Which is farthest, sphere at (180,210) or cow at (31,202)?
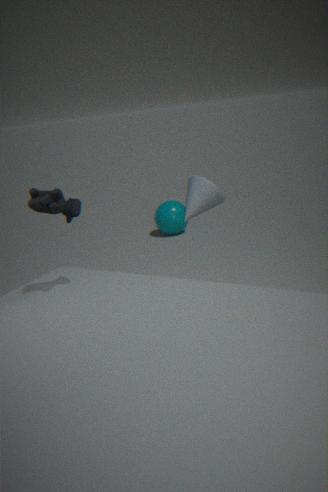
sphere at (180,210)
